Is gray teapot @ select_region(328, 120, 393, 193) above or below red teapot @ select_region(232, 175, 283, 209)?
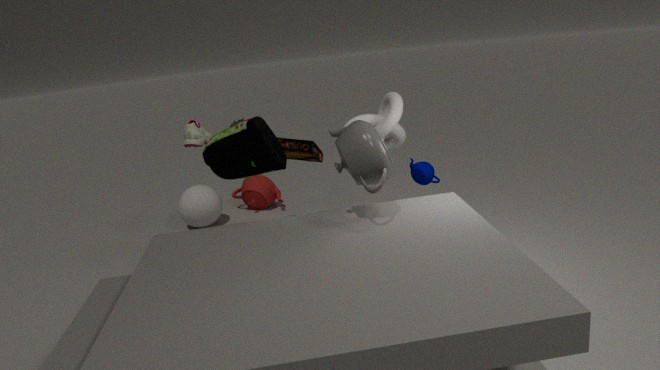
above
